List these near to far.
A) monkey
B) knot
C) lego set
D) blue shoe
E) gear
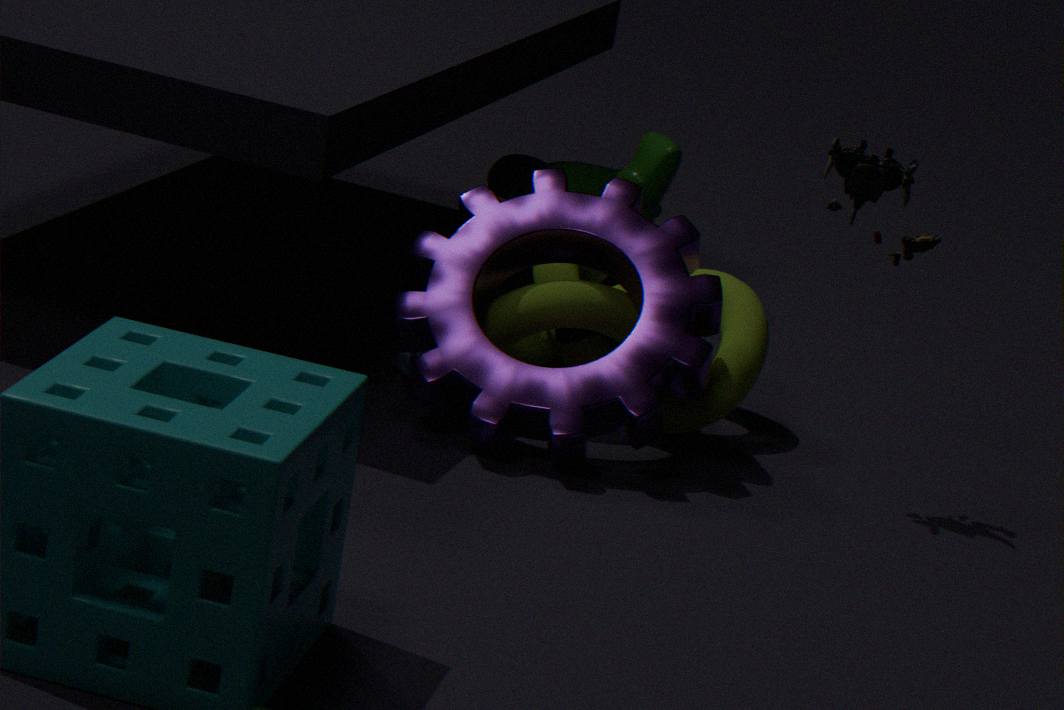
gear < lego set < knot < blue shoe < monkey
